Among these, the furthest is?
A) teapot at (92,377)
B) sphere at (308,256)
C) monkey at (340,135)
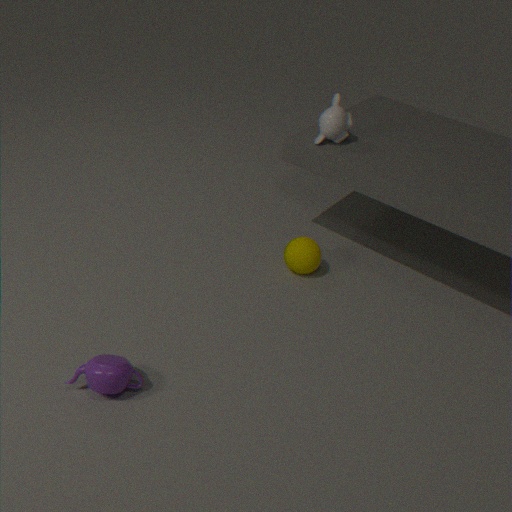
sphere at (308,256)
